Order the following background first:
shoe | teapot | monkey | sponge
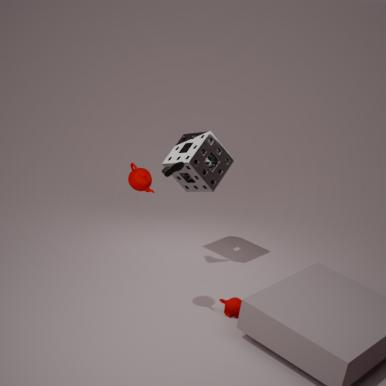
sponge < shoe < monkey < teapot
